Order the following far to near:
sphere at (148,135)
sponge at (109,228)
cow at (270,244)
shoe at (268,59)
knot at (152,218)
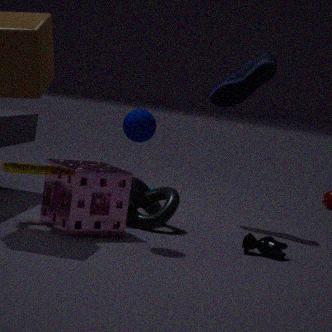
1. shoe at (268,59)
2. knot at (152,218)
3. cow at (270,244)
4. sponge at (109,228)
5. sphere at (148,135)
